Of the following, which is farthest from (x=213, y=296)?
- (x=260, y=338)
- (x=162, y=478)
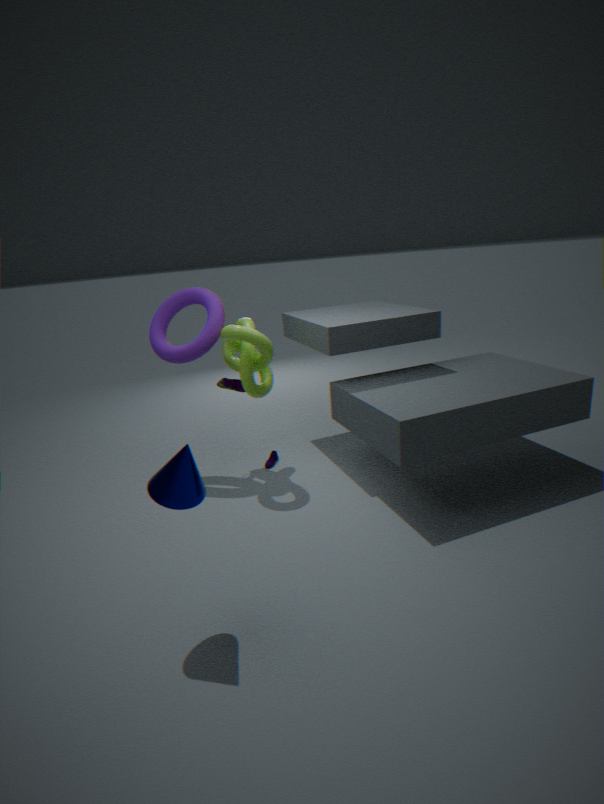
(x=162, y=478)
